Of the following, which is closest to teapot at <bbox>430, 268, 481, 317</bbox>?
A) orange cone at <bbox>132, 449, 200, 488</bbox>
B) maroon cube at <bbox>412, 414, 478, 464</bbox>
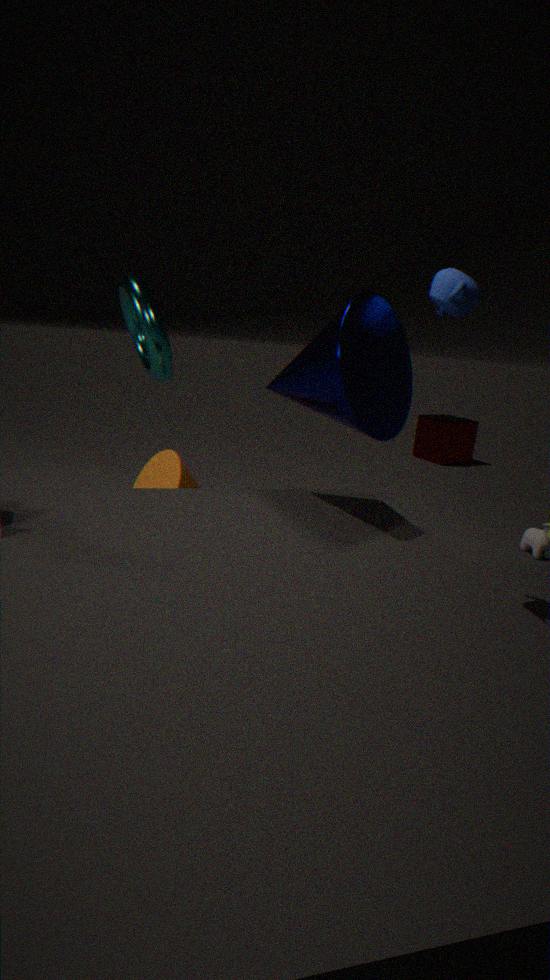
orange cone at <bbox>132, 449, 200, 488</bbox>
